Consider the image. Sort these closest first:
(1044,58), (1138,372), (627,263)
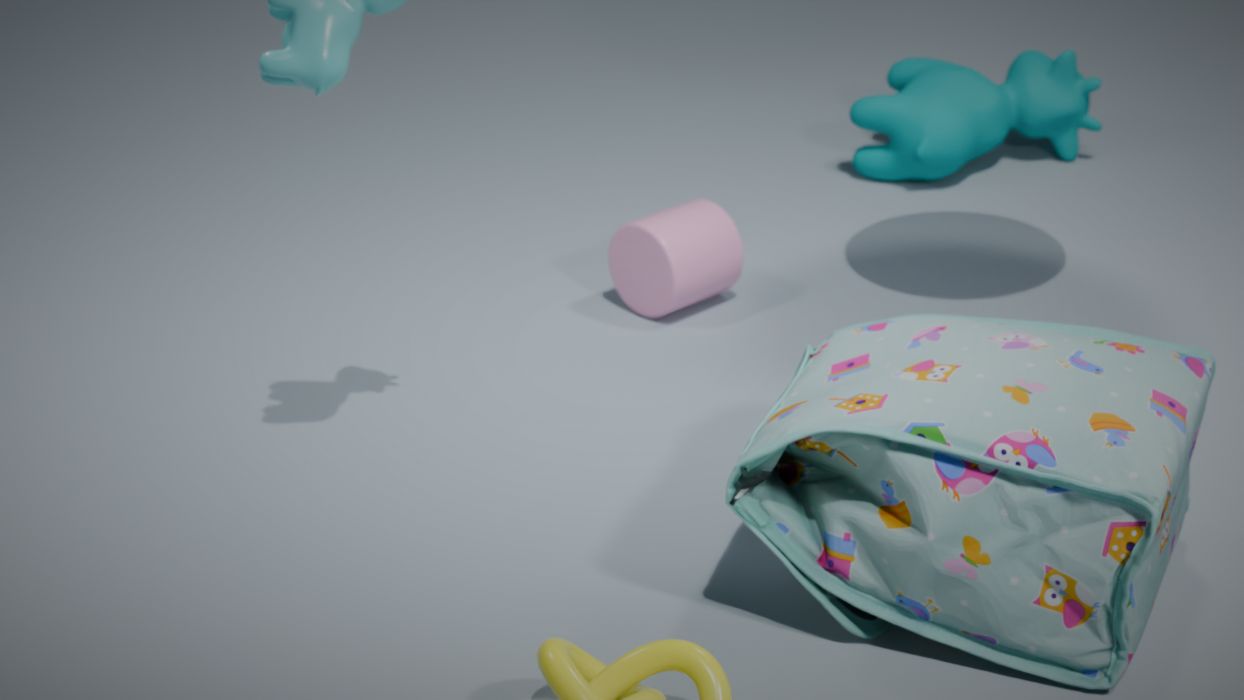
(1138,372), (627,263), (1044,58)
